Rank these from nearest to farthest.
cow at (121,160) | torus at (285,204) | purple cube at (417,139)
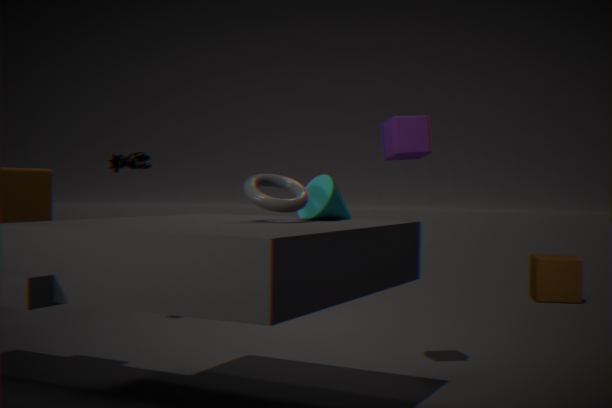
torus at (285,204), purple cube at (417,139), cow at (121,160)
